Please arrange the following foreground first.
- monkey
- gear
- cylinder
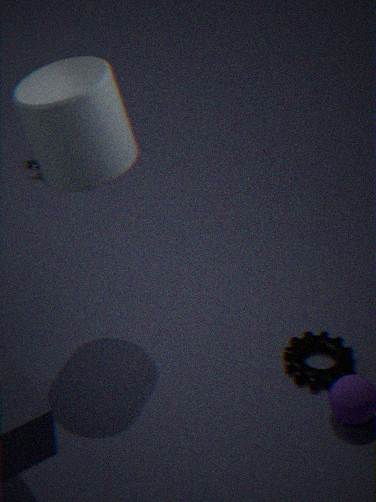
cylinder → gear → monkey
